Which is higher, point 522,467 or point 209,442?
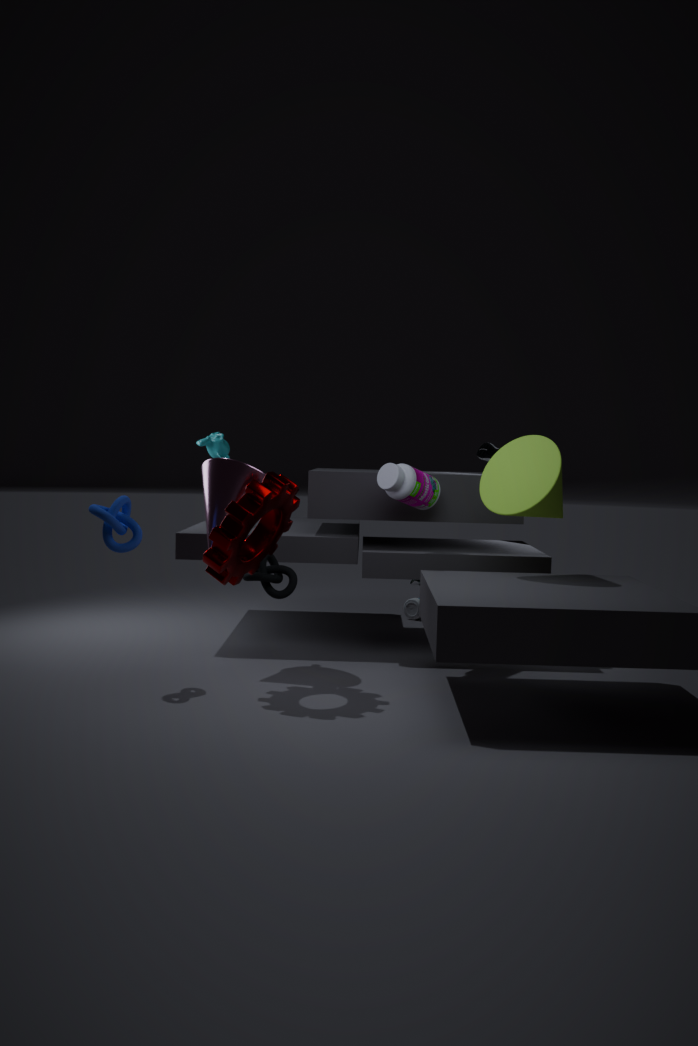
point 209,442
